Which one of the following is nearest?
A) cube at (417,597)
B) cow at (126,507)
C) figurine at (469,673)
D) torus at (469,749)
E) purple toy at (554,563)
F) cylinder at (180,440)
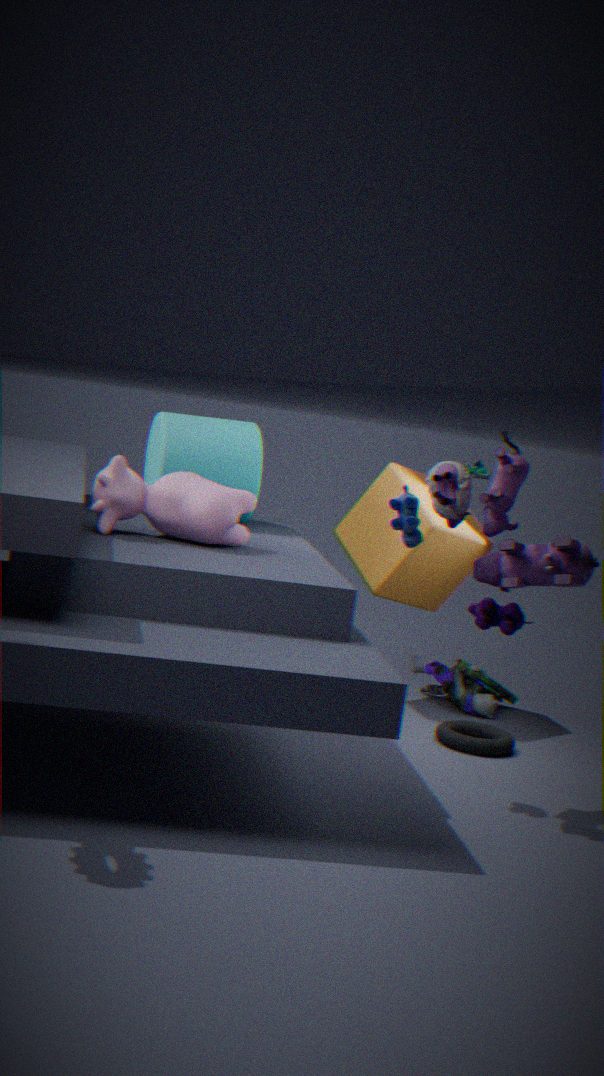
purple toy at (554,563)
